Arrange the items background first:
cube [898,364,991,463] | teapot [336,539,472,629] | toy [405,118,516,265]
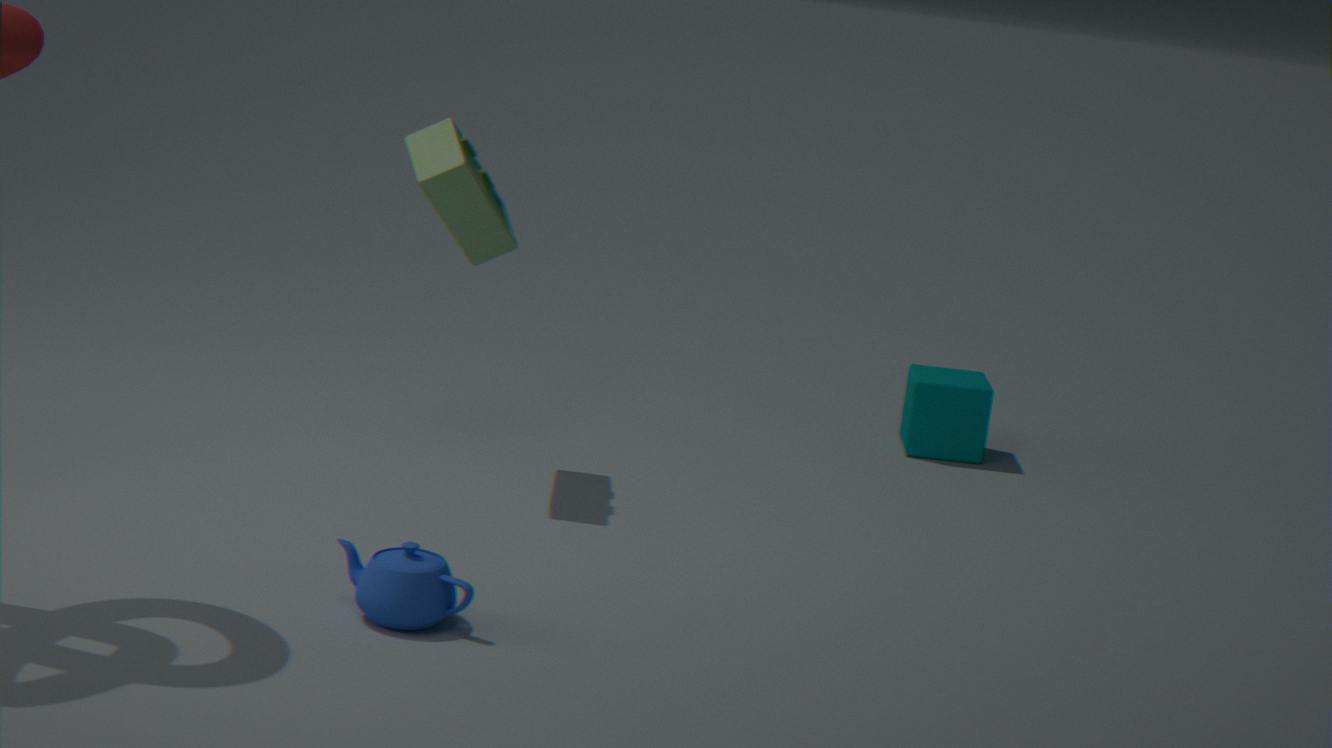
1. cube [898,364,991,463]
2. toy [405,118,516,265]
3. teapot [336,539,472,629]
